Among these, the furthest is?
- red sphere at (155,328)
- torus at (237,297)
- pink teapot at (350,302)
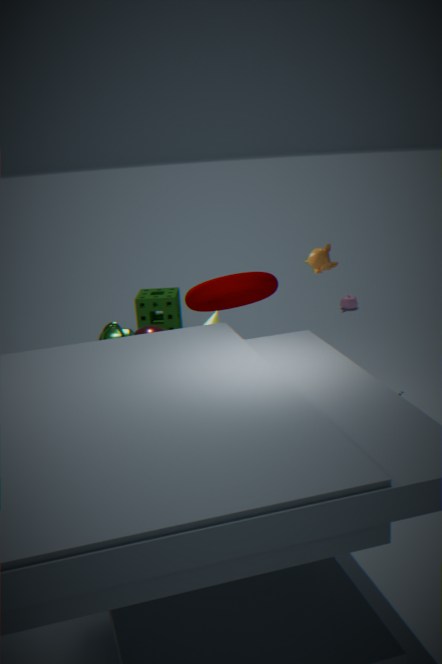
pink teapot at (350,302)
